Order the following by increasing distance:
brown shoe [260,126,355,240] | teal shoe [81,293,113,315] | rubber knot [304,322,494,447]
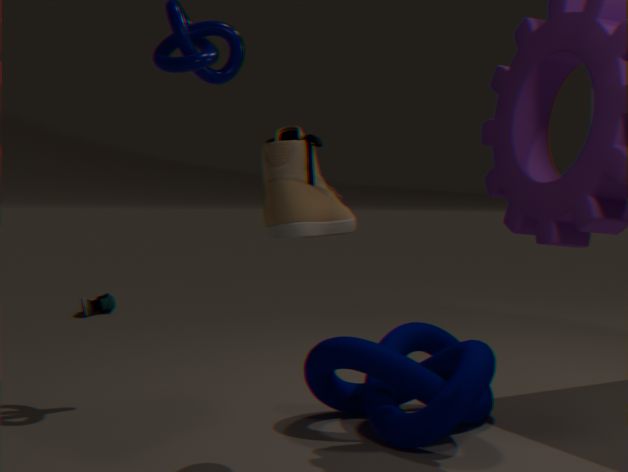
brown shoe [260,126,355,240] < rubber knot [304,322,494,447] < teal shoe [81,293,113,315]
